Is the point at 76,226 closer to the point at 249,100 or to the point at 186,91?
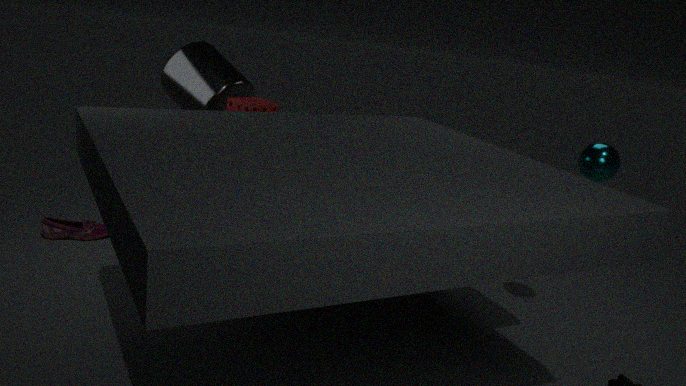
the point at 186,91
